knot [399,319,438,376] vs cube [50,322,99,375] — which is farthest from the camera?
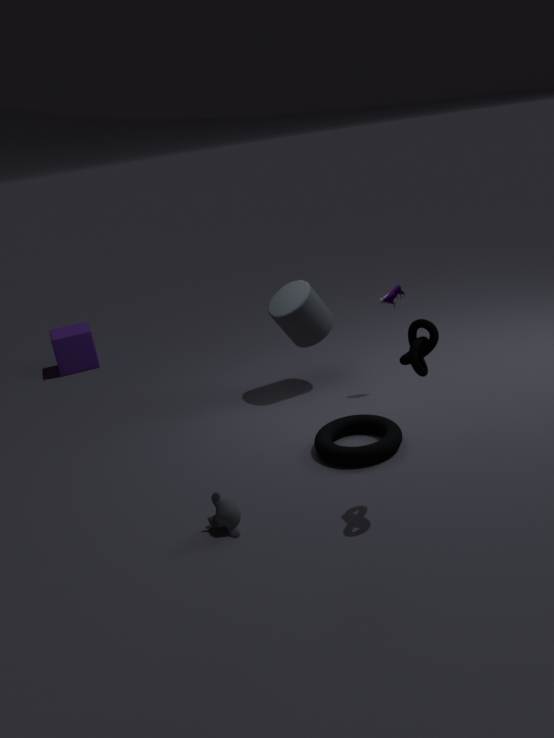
cube [50,322,99,375]
